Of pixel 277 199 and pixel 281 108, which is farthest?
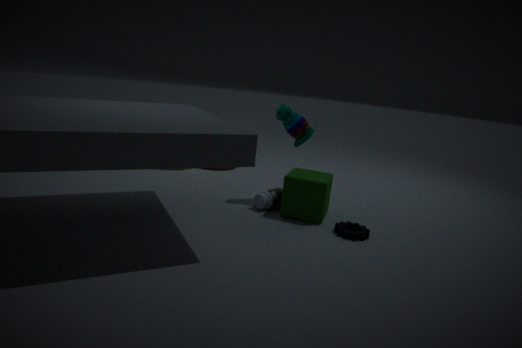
pixel 277 199
